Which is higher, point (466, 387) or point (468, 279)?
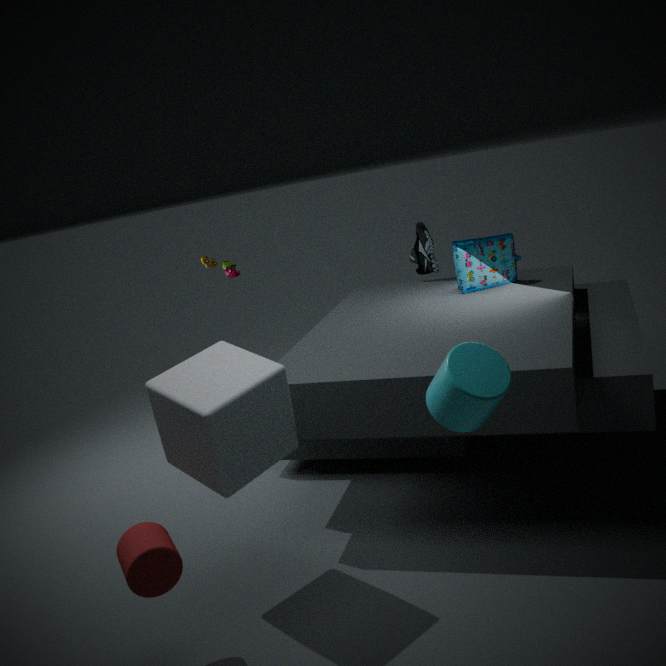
point (466, 387)
